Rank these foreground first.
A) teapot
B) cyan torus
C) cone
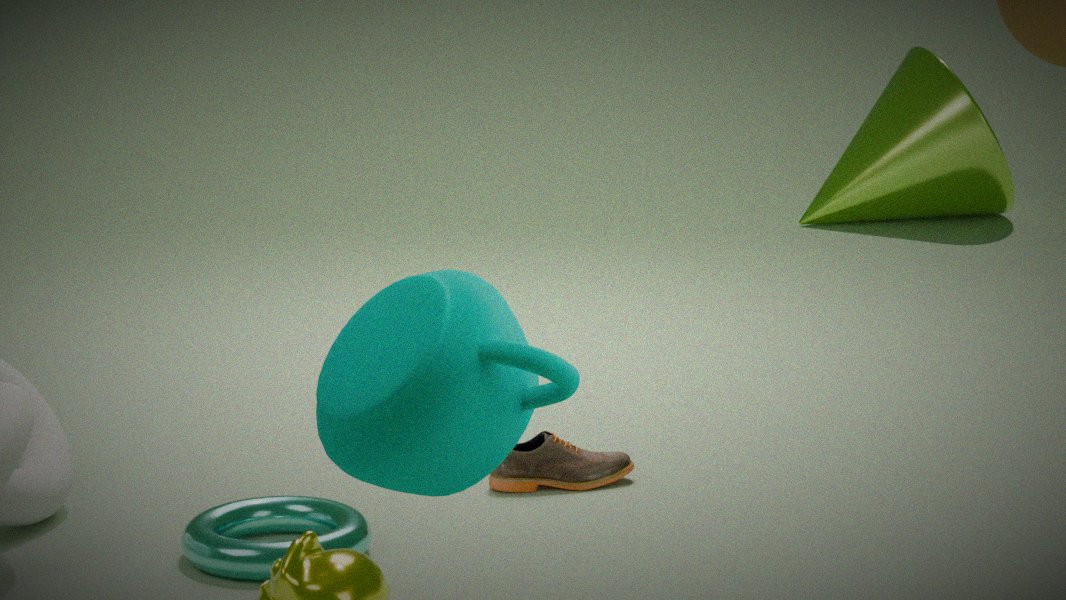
teapot → cyan torus → cone
